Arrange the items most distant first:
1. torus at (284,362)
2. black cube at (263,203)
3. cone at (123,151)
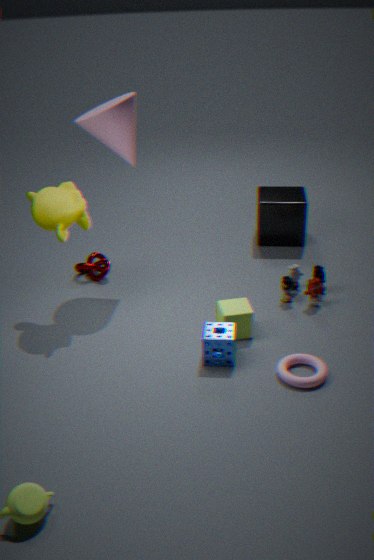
1. black cube at (263,203)
2. cone at (123,151)
3. torus at (284,362)
